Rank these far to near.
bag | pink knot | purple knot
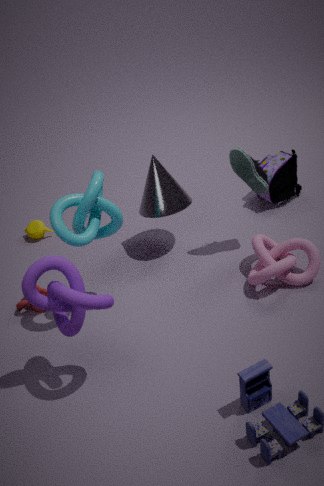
bag → pink knot → purple knot
